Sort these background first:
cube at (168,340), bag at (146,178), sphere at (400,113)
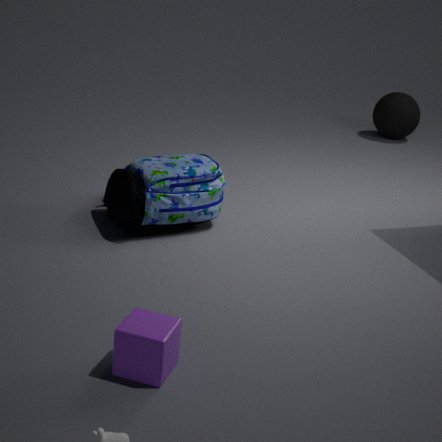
1. sphere at (400,113)
2. bag at (146,178)
3. cube at (168,340)
